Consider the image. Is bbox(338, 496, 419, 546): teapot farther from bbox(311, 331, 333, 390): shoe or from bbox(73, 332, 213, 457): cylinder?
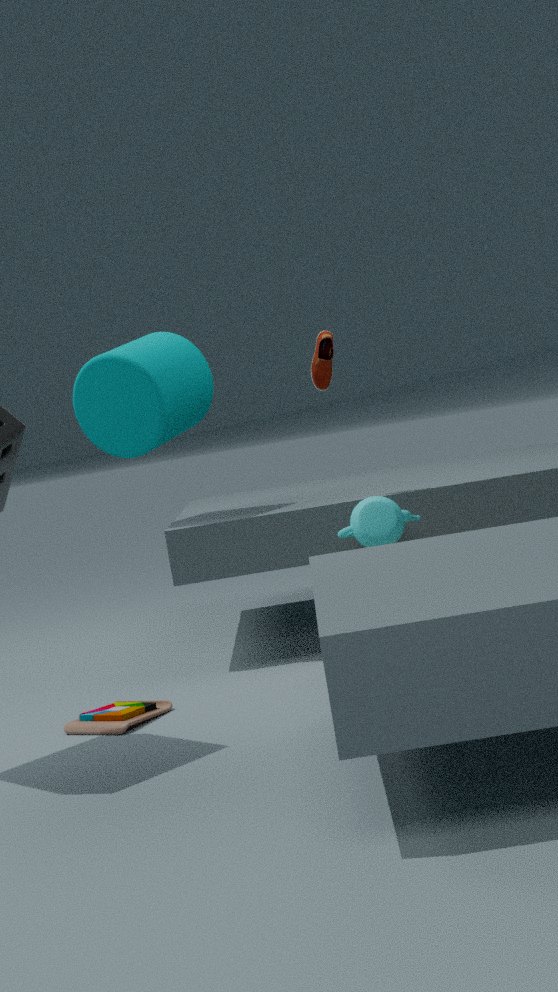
bbox(73, 332, 213, 457): cylinder
